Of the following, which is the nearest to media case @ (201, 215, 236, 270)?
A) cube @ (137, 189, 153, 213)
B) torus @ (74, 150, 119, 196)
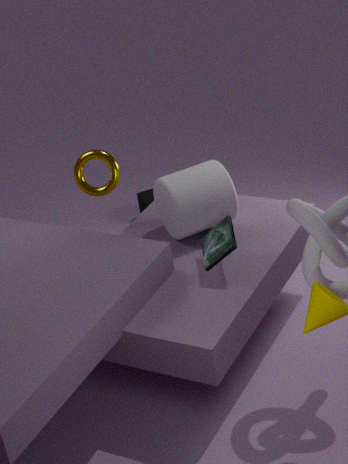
torus @ (74, 150, 119, 196)
